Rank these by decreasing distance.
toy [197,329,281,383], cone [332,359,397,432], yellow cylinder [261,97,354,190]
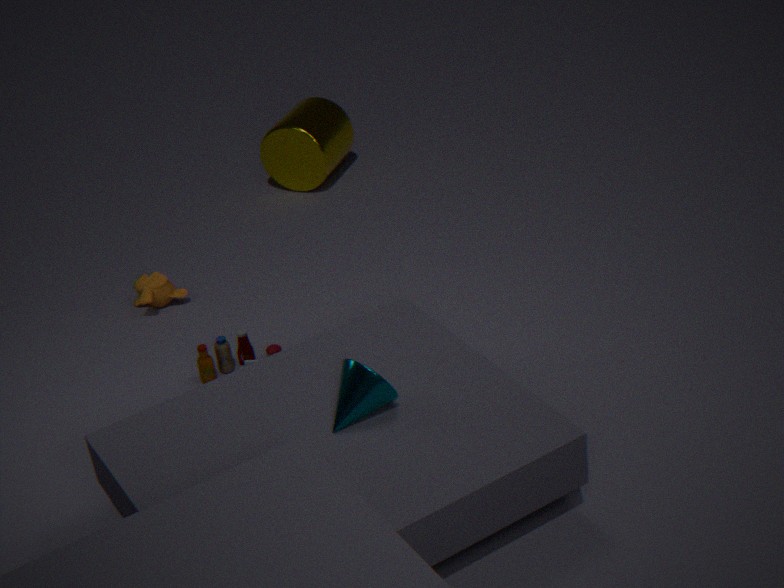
yellow cylinder [261,97,354,190] → toy [197,329,281,383] → cone [332,359,397,432]
